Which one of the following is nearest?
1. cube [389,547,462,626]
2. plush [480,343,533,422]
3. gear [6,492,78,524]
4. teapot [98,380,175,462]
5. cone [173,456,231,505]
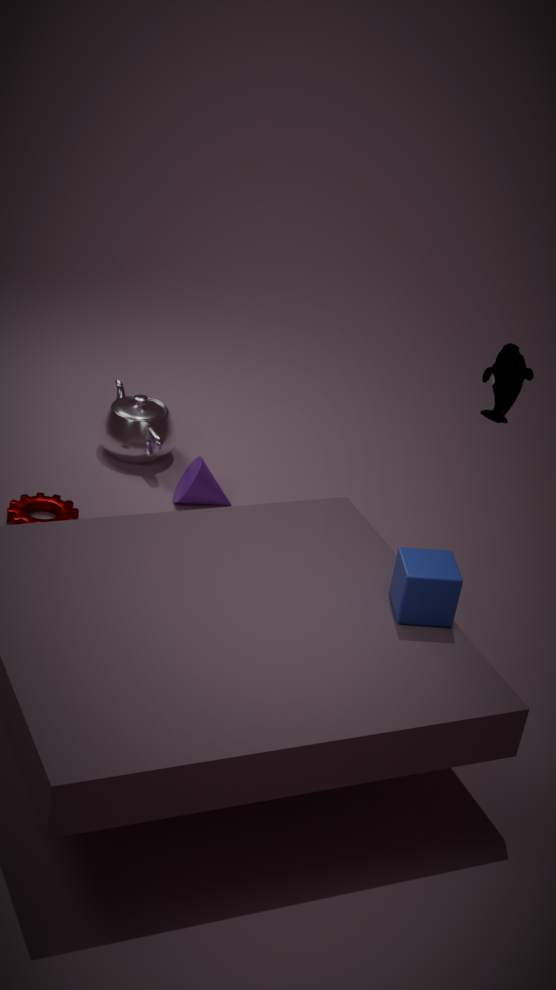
cube [389,547,462,626]
